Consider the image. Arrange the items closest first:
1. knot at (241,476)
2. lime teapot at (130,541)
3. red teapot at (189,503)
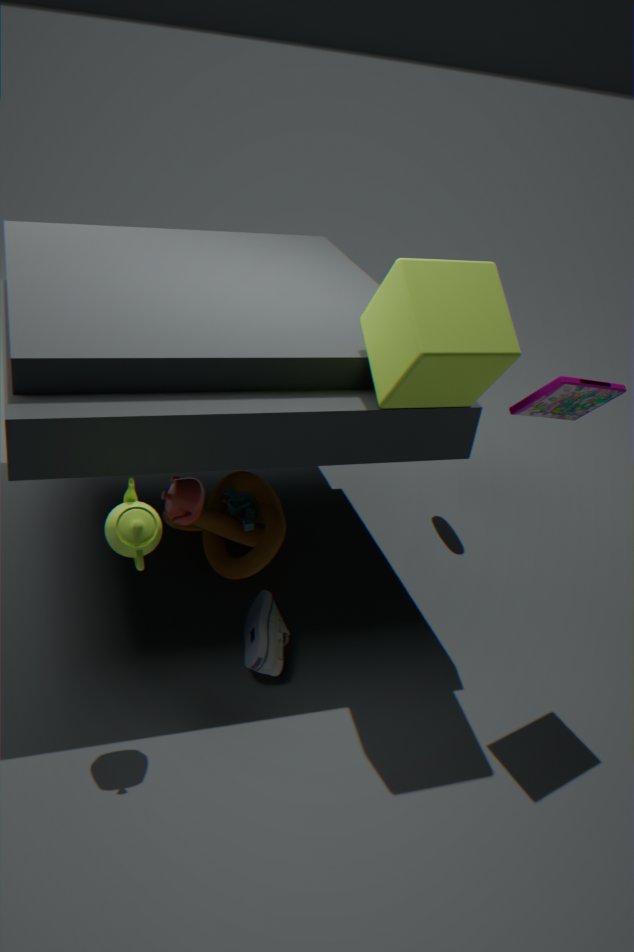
lime teapot at (130,541) < red teapot at (189,503) < knot at (241,476)
